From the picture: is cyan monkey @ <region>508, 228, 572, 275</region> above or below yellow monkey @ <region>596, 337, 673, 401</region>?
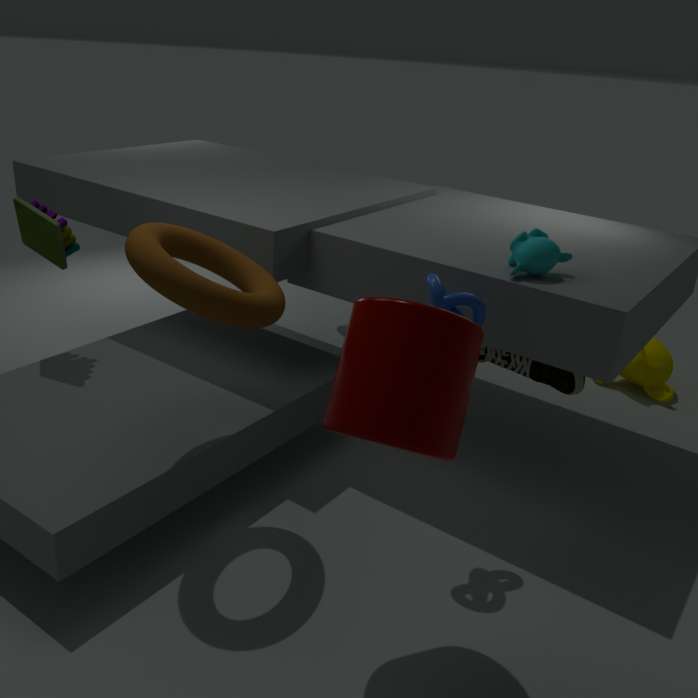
above
